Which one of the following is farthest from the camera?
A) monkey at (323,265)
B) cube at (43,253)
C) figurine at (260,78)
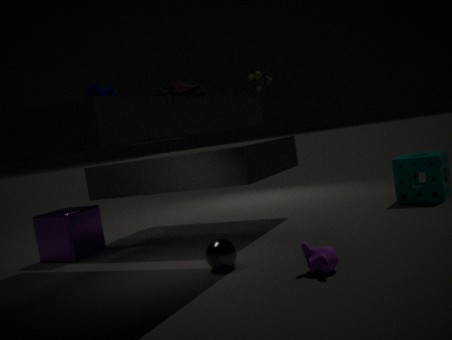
cube at (43,253)
